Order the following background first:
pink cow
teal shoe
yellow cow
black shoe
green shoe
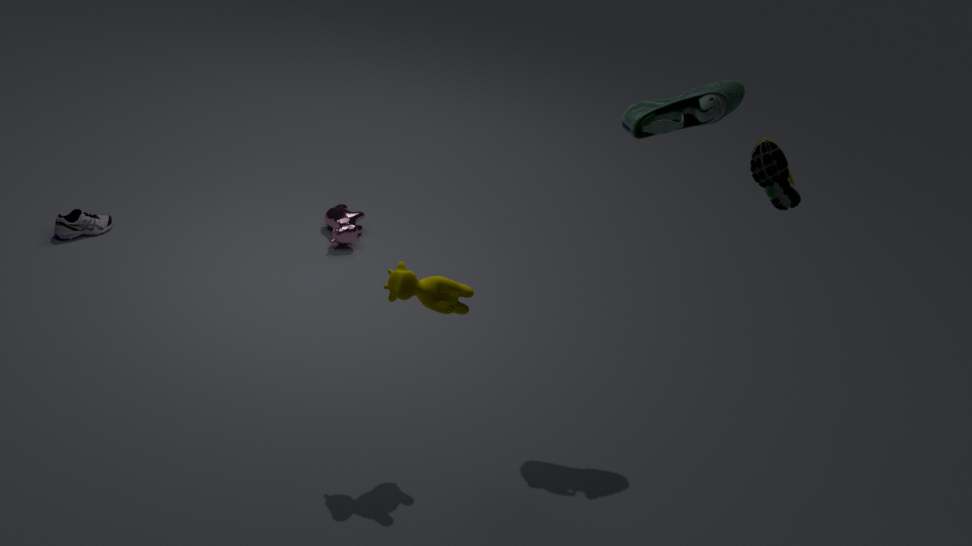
pink cow
black shoe
teal shoe
yellow cow
green shoe
